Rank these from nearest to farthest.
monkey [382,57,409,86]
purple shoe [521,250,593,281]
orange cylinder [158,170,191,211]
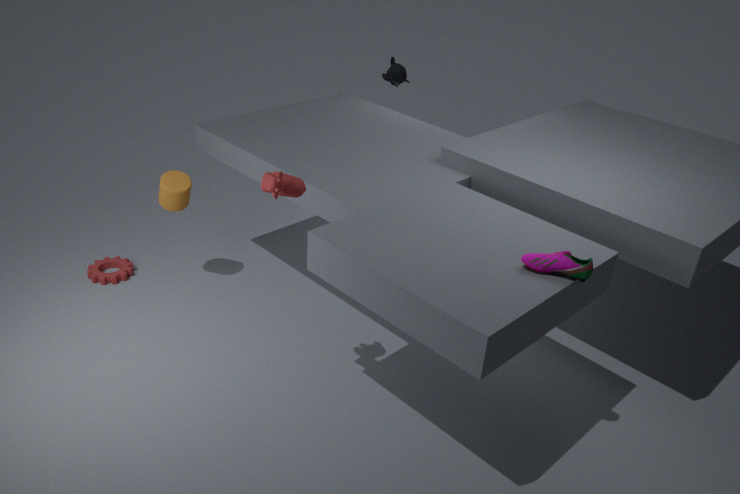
purple shoe [521,250,593,281] < orange cylinder [158,170,191,211] < monkey [382,57,409,86]
